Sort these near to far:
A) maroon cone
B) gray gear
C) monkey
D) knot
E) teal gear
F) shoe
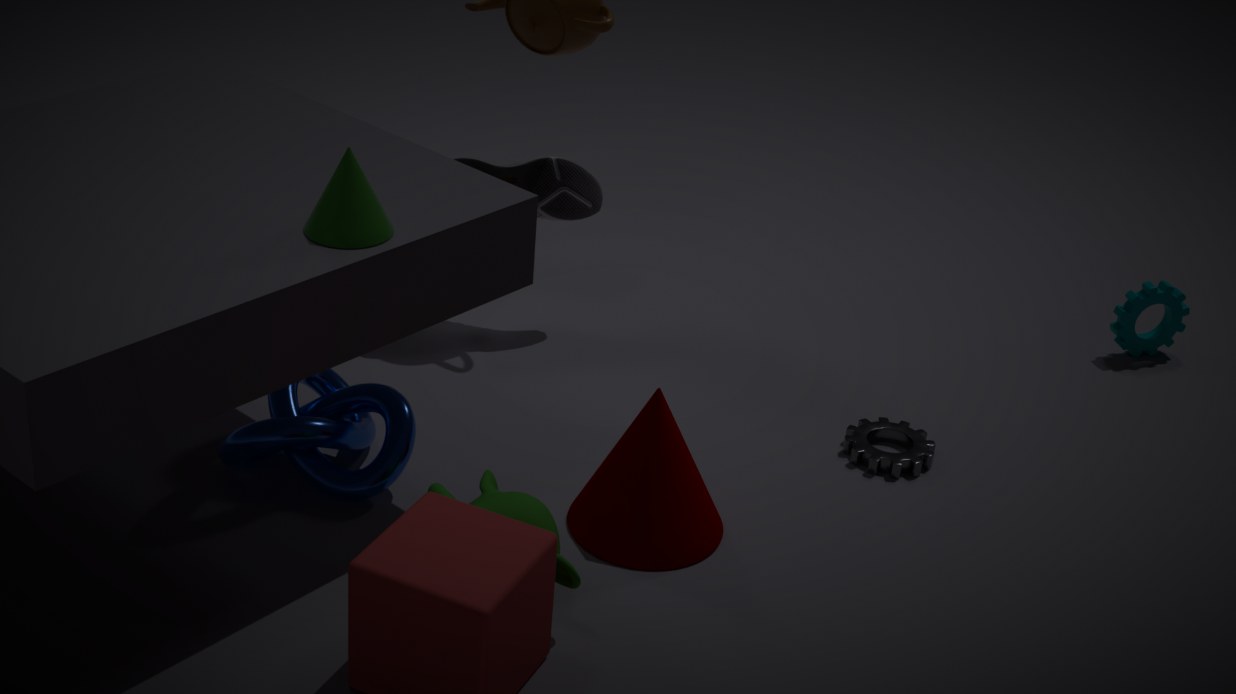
C. monkey
A. maroon cone
D. knot
B. gray gear
F. shoe
E. teal gear
